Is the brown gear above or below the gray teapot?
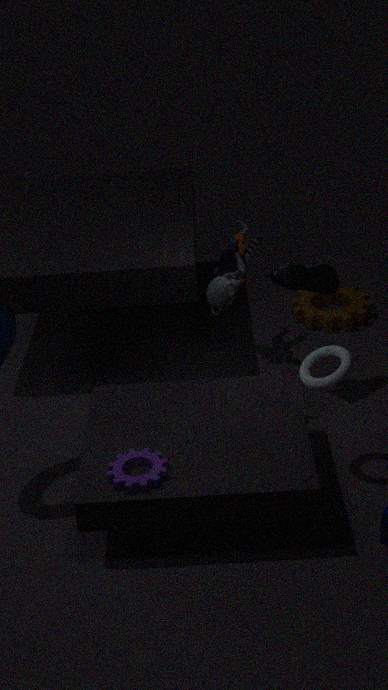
below
